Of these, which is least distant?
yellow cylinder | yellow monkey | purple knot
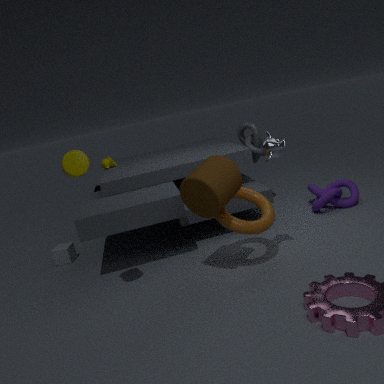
yellow cylinder
